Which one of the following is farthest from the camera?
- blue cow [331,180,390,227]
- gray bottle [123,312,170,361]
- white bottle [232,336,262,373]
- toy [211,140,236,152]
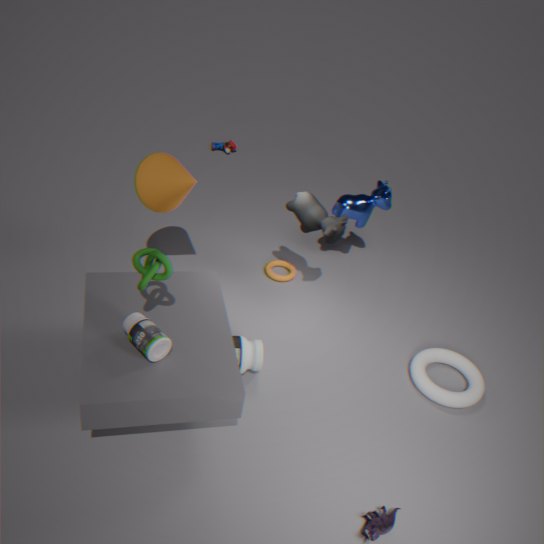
toy [211,140,236,152]
